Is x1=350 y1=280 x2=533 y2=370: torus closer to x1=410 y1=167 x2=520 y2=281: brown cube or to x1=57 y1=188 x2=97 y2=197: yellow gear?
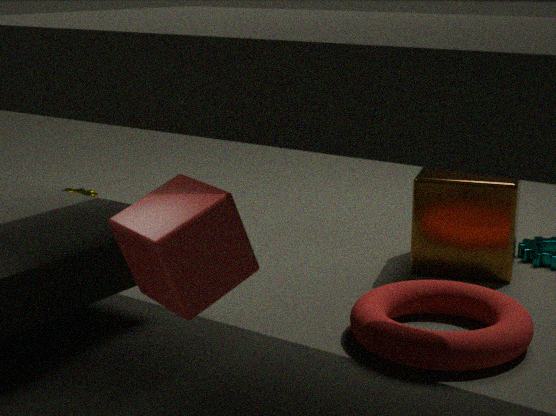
x1=410 y1=167 x2=520 y2=281: brown cube
